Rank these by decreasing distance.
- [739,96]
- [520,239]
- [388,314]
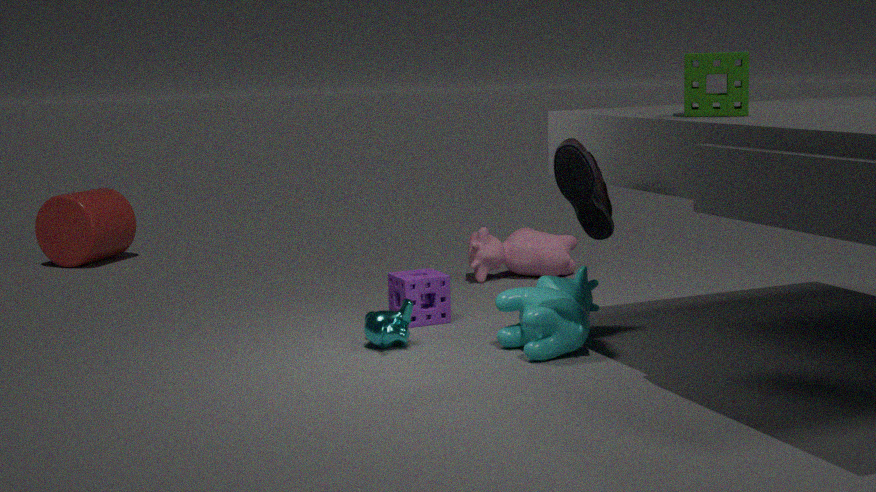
[520,239] < [388,314] < [739,96]
